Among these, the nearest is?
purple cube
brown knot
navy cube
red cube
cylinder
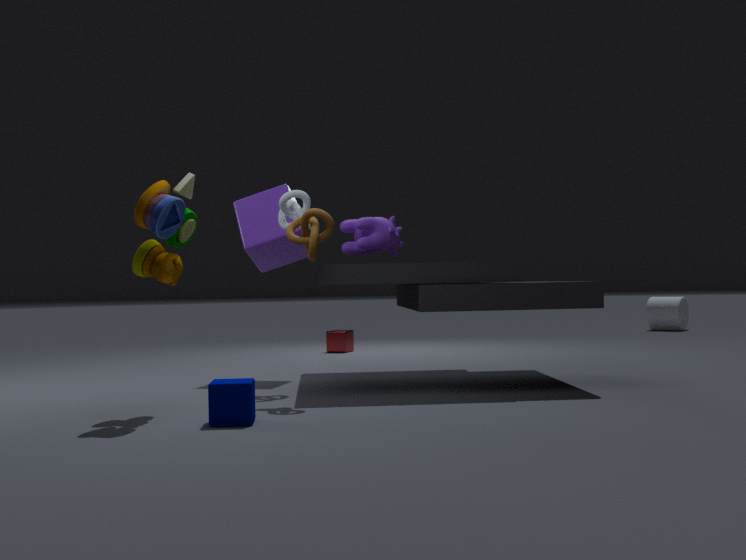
navy cube
